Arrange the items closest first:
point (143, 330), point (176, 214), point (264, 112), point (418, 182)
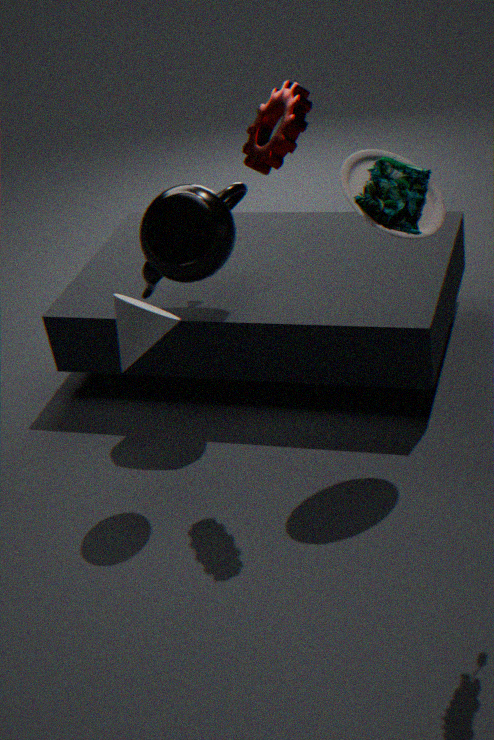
point (264, 112), point (143, 330), point (418, 182), point (176, 214)
